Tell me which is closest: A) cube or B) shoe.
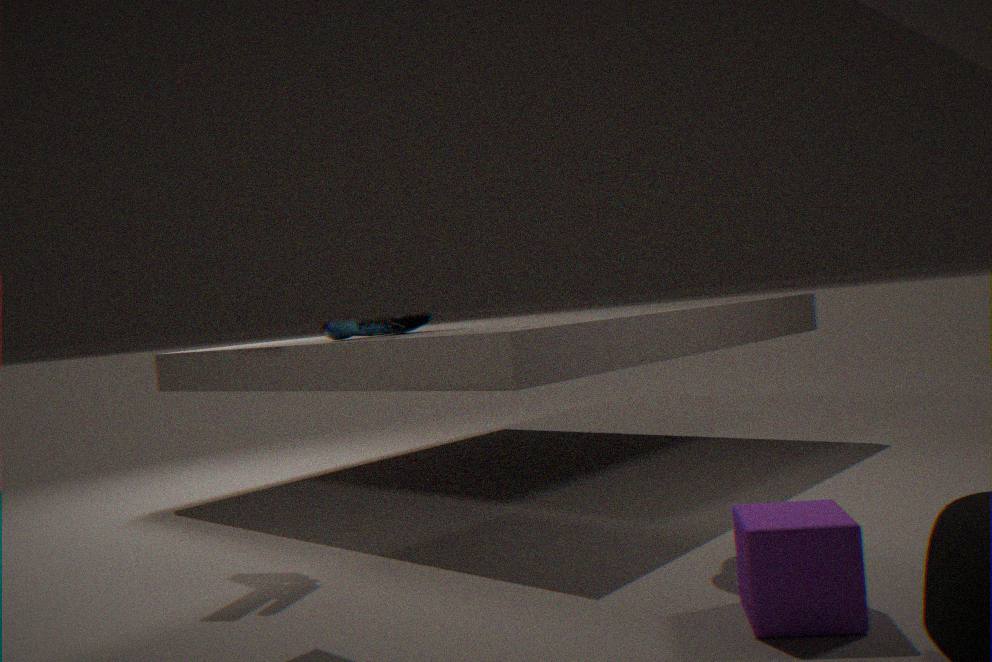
A. cube
